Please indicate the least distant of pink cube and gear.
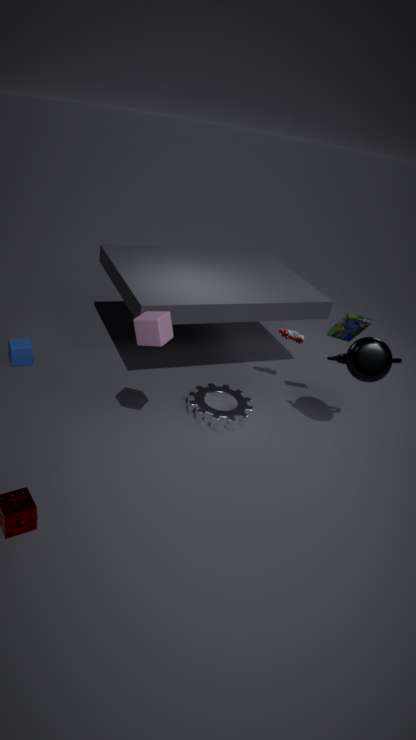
pink cube
